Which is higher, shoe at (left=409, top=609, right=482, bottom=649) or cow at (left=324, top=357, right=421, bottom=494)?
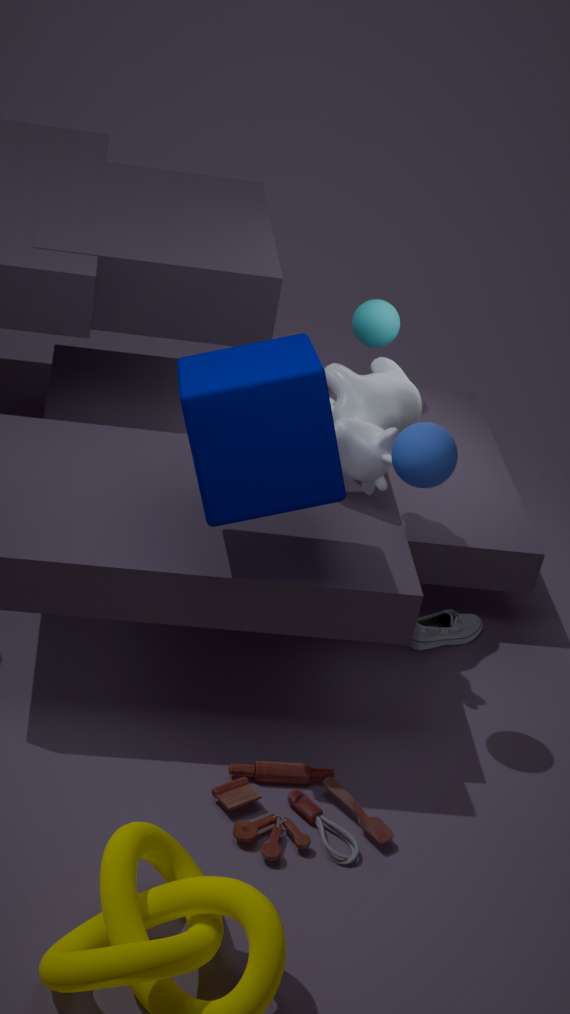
cow at (left=324, top=357, right=421, bottom=494)
